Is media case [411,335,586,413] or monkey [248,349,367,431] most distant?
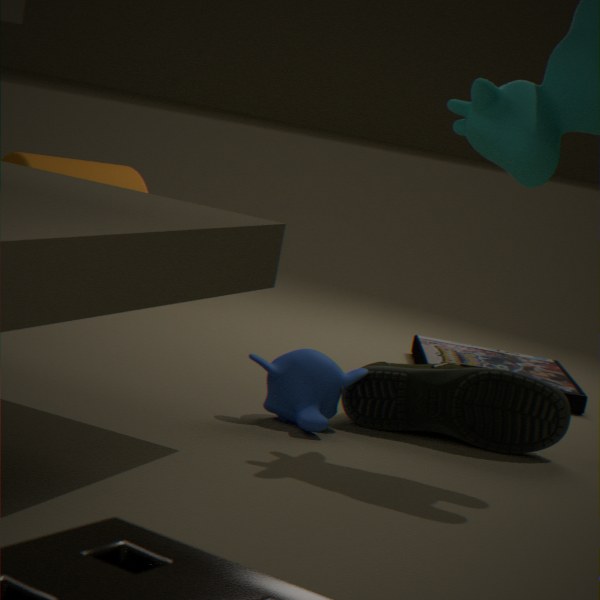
media case [411,335,586,413]
